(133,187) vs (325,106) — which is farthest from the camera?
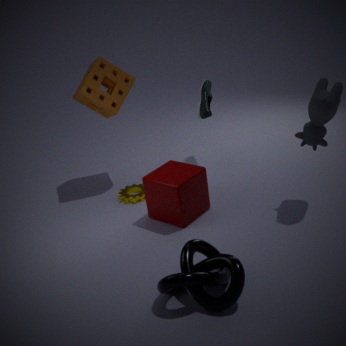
(133,187)
